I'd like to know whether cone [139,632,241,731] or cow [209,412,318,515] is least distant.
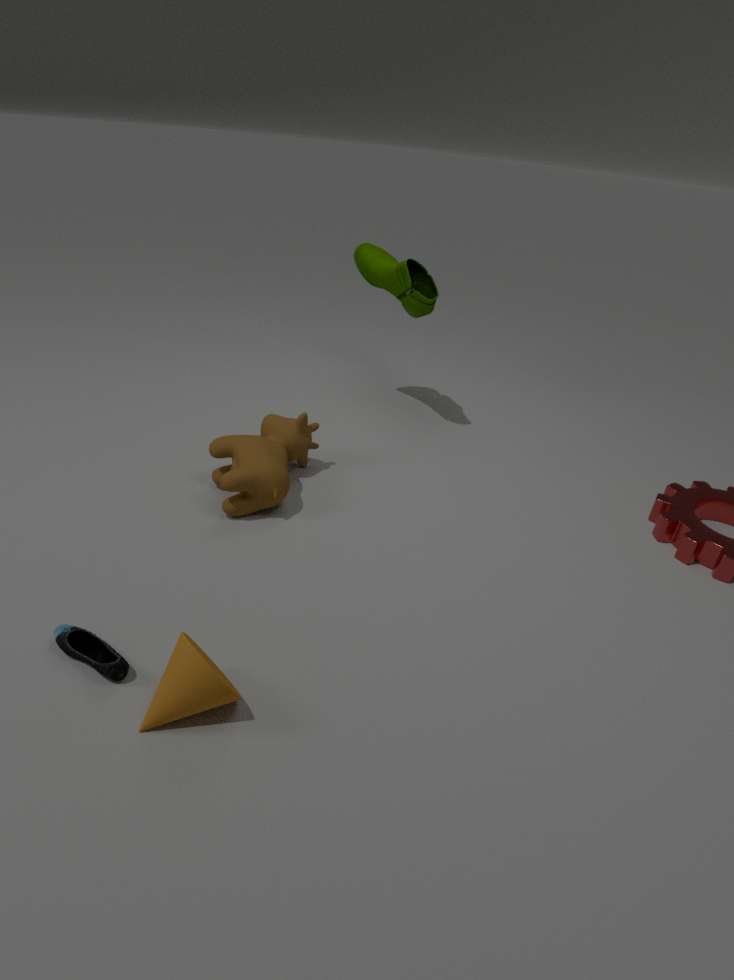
cone [139,632,241,731]
